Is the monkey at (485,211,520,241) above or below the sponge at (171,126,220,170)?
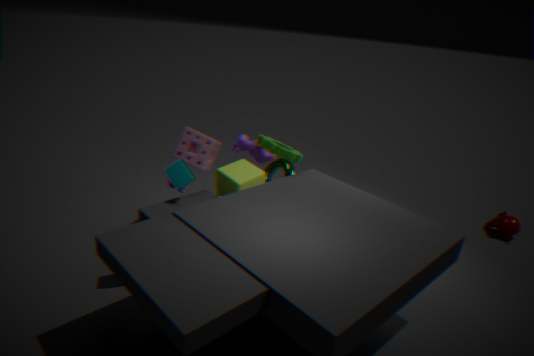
below
